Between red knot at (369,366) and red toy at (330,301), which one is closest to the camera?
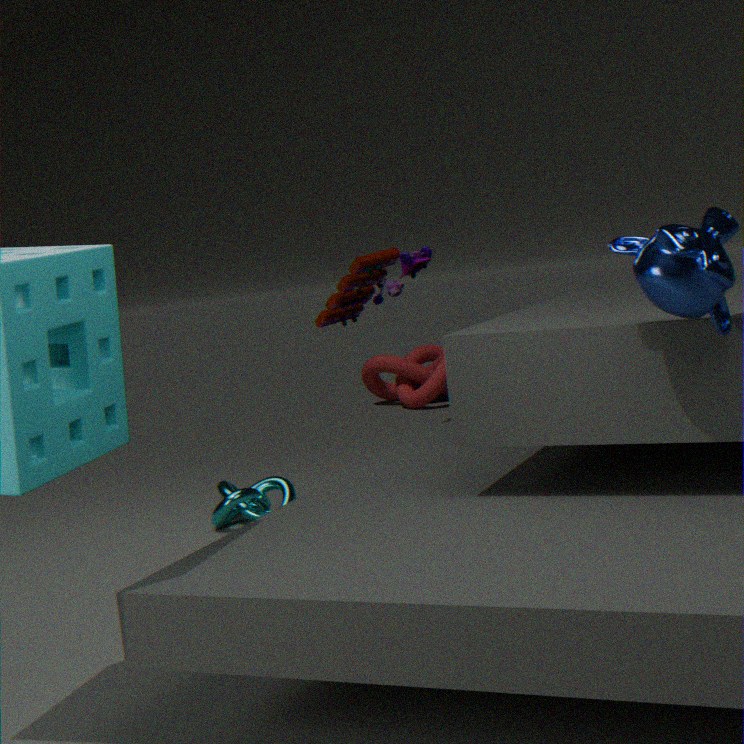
red toy at (330,301)
